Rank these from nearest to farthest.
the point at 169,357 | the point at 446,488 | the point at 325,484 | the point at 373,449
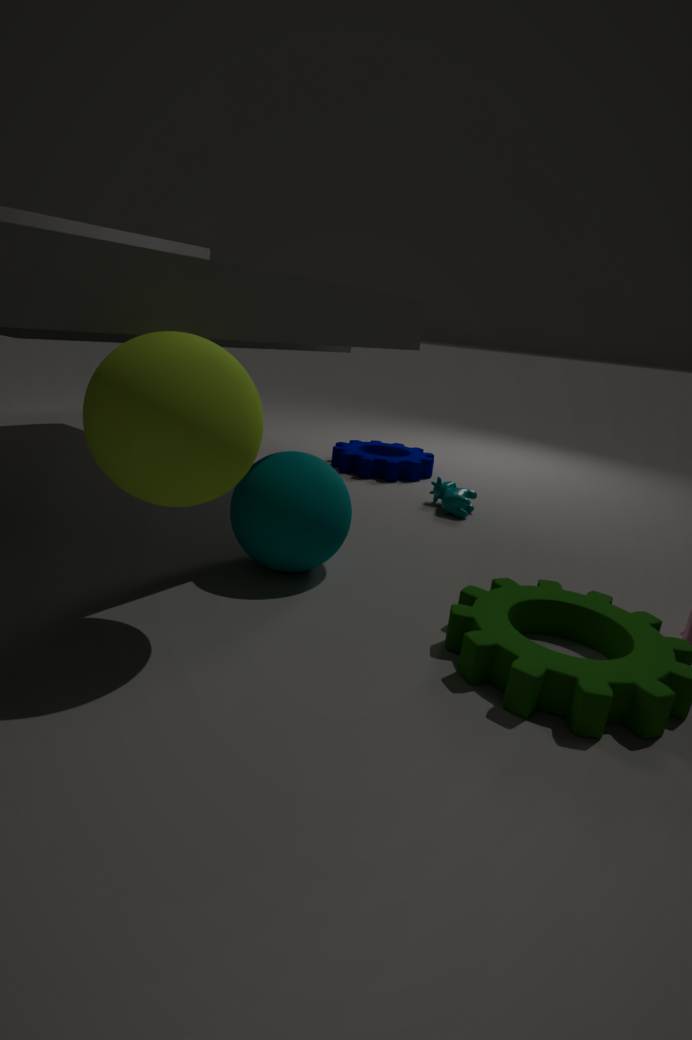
the point at 169,357 < the point at 325,484 < the point at 446,488 < the point at 373,449
